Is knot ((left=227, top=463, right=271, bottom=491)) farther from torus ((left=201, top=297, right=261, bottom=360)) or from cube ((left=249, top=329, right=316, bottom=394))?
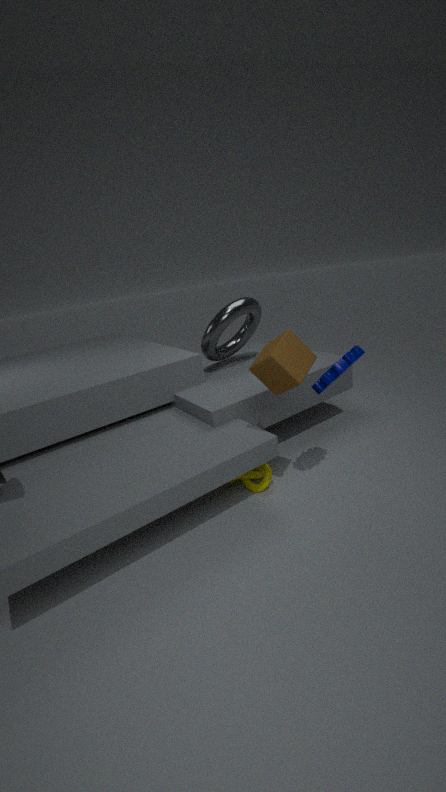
torus ((left=201, top=297, right=261, bottom=360))
